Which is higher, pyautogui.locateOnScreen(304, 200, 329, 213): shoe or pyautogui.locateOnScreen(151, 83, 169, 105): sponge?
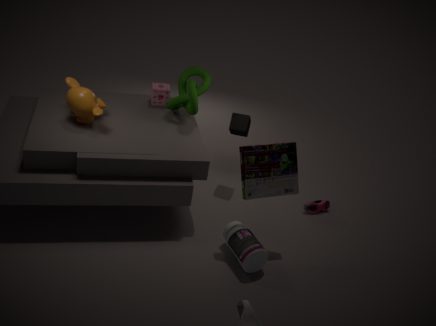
pyautogui.locateOnScreen(151, 83, 169, 105): sponge
